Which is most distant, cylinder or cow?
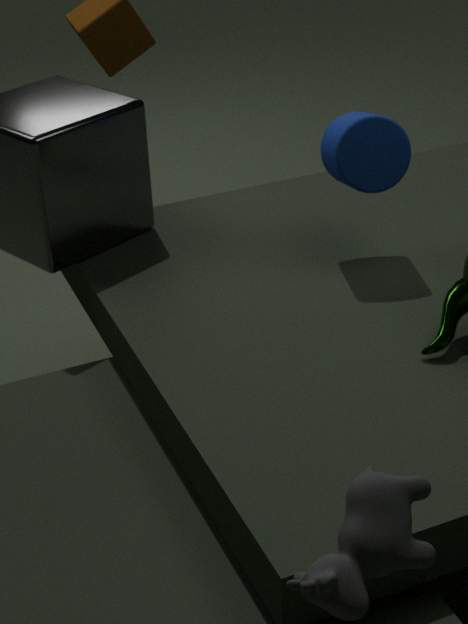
cylinder
